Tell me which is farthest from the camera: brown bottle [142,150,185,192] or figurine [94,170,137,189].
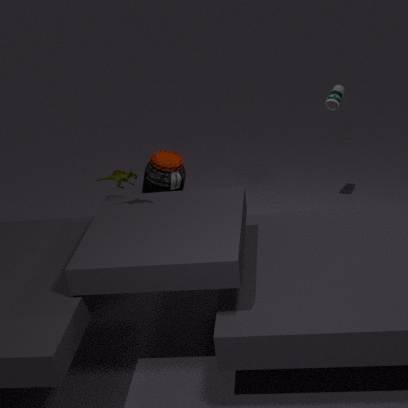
brown bottle [142,150,185,192]
